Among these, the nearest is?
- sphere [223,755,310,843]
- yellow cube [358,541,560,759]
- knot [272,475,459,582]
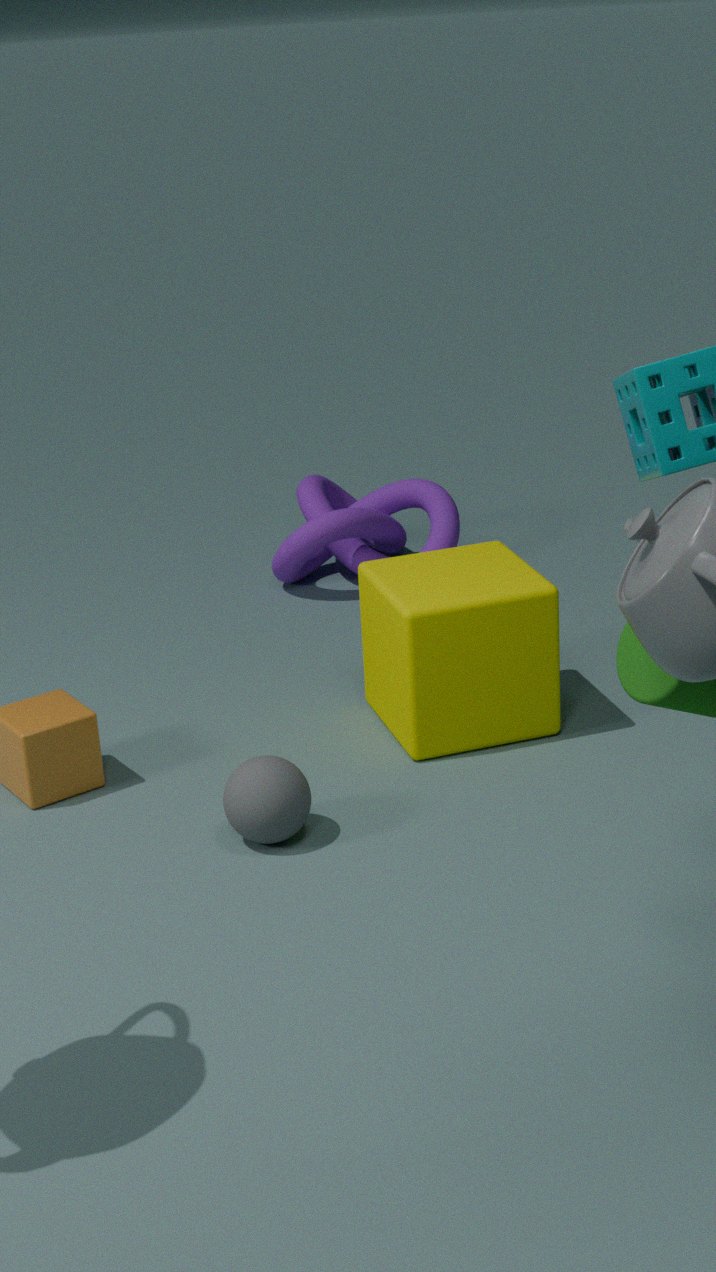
sphere [223,755,310,843]
